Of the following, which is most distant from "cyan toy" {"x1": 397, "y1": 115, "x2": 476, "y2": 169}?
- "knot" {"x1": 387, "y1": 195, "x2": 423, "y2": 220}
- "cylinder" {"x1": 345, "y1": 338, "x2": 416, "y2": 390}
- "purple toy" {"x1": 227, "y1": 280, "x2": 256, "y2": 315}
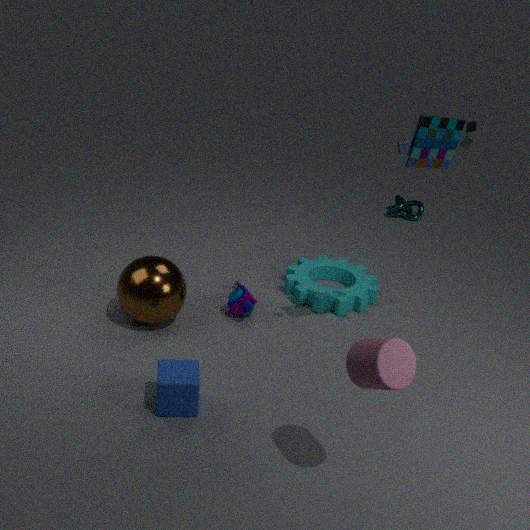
"knot" {"x1": 387, "y1": 195, "x2": 423, "y2": 220}
